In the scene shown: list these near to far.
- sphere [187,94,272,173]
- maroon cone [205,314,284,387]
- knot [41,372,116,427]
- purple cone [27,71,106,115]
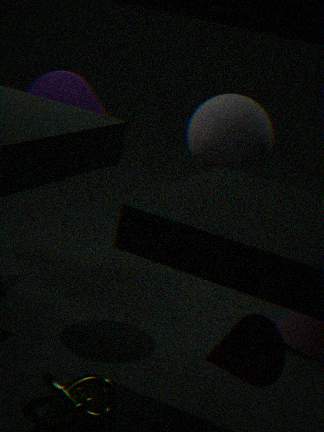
maroon cone [205,314,284,387], knot [41,372,116,427], sphere [187,94,272,173], purple cone [27,71,106,115]
